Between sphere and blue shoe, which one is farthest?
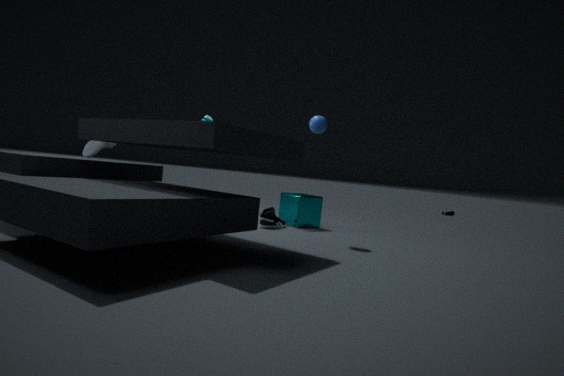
sphere
